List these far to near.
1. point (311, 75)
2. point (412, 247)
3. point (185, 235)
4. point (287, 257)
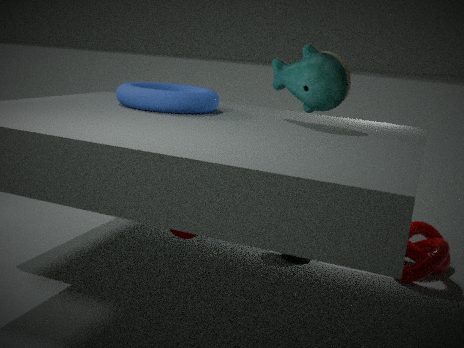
point (287, 257) < point (412, 247) < point (185, 235) < point (311, 75)
